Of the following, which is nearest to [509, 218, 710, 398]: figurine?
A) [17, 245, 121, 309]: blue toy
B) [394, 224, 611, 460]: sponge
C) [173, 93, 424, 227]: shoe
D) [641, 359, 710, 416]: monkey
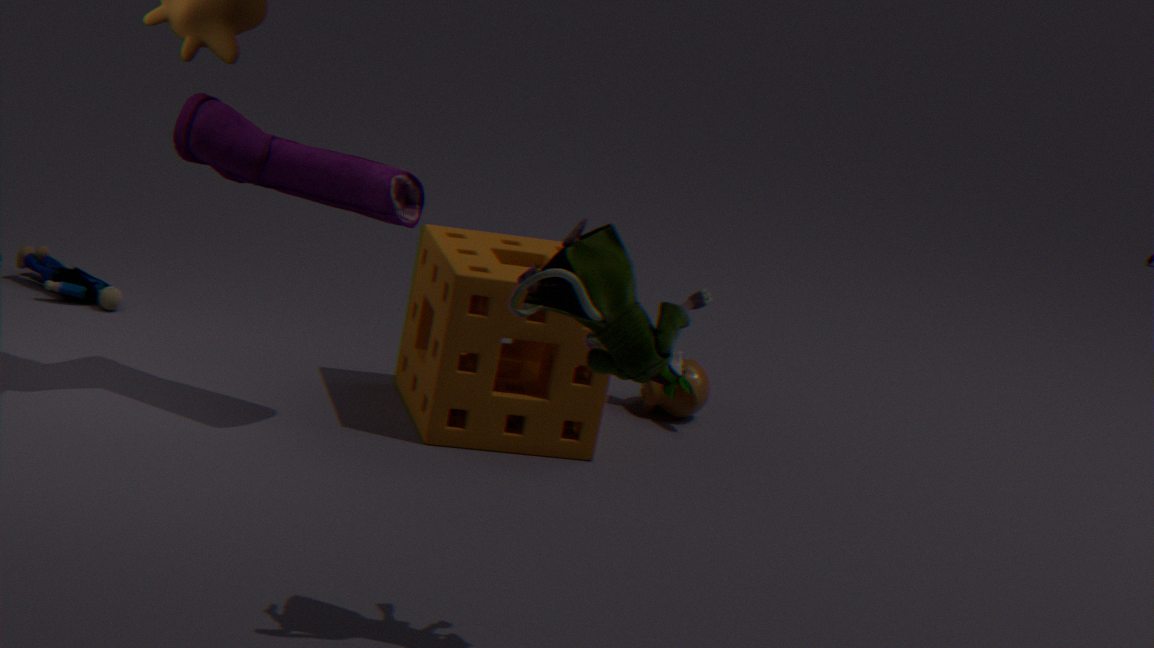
[173, 93, 424, 227]: shoe
